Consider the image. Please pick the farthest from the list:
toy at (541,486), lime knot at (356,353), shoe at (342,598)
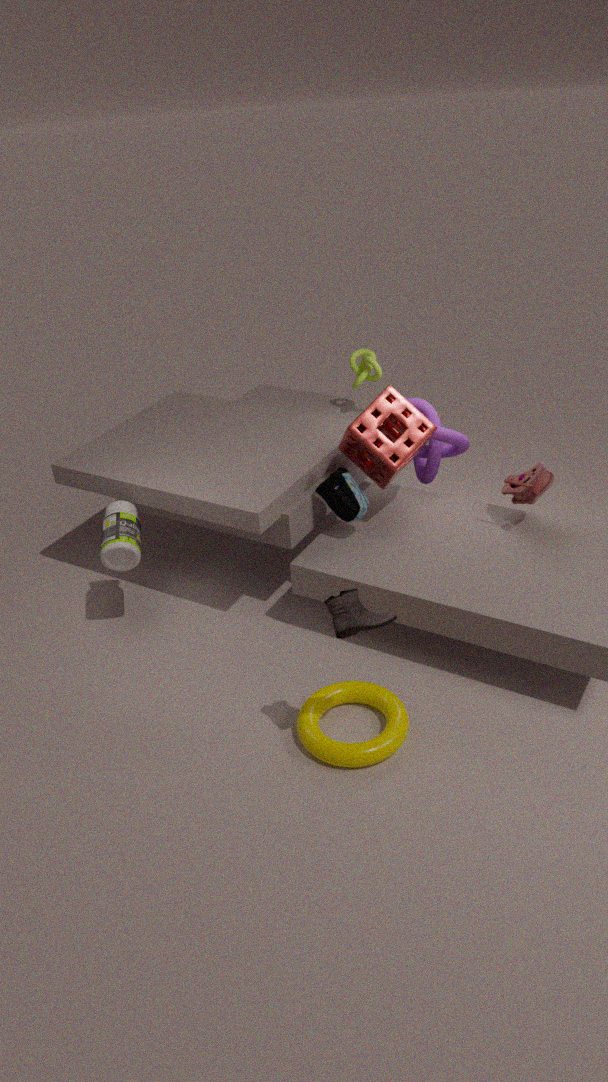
lime knot at (356,353)
